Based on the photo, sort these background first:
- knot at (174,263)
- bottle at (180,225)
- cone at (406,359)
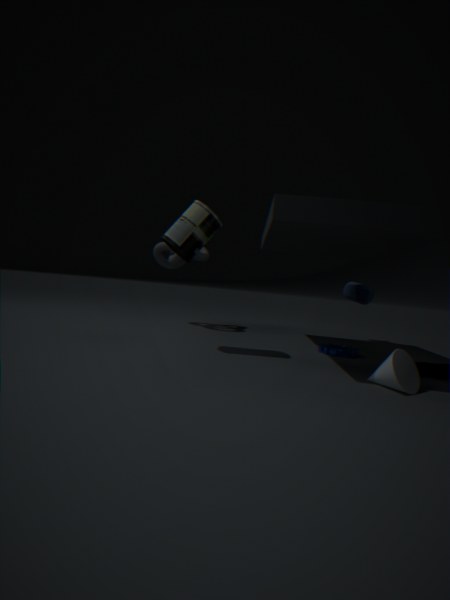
knot at (174,263), bottle at (180,225), cone at (406,359)
